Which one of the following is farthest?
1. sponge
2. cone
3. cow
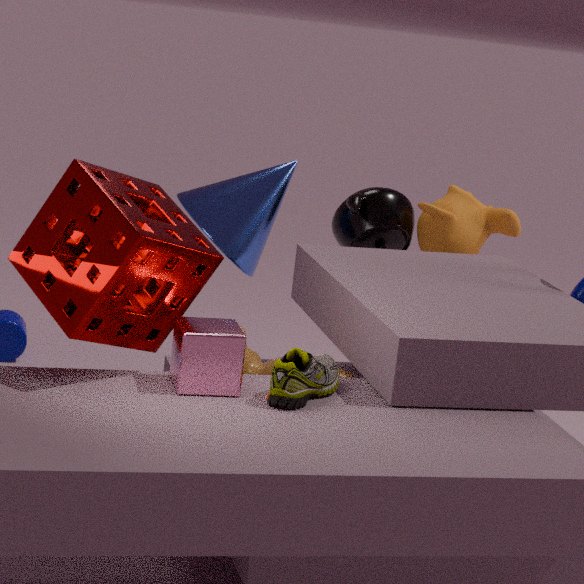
cone
